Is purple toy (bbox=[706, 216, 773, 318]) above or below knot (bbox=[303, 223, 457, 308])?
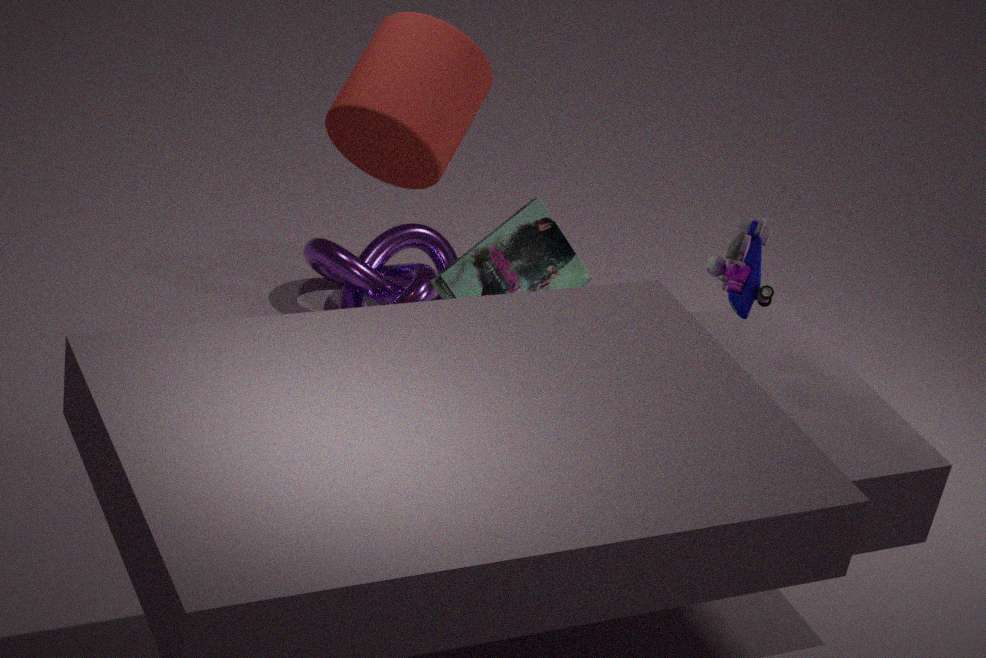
above
